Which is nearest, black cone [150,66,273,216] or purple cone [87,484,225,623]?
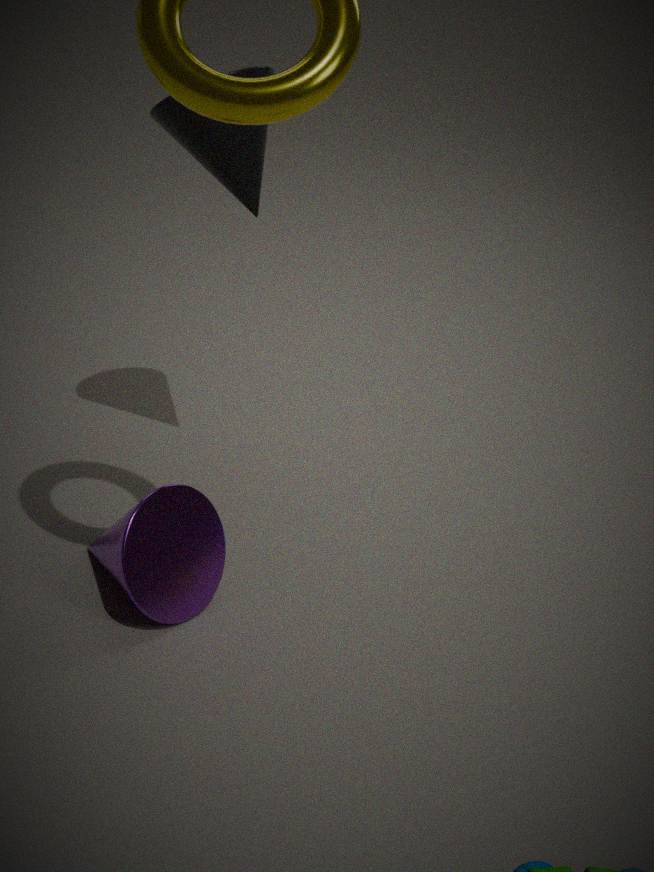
purple cone [87,484,225,623]
